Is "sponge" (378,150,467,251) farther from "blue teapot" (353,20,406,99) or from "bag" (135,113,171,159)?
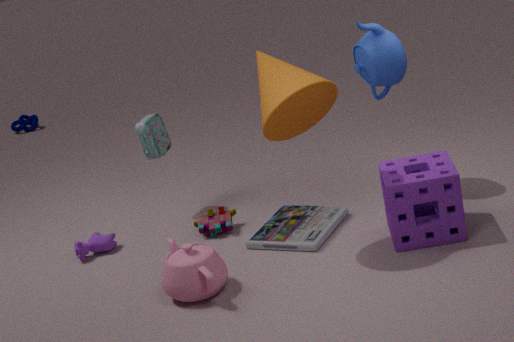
"bag" (135,113,171,159)
